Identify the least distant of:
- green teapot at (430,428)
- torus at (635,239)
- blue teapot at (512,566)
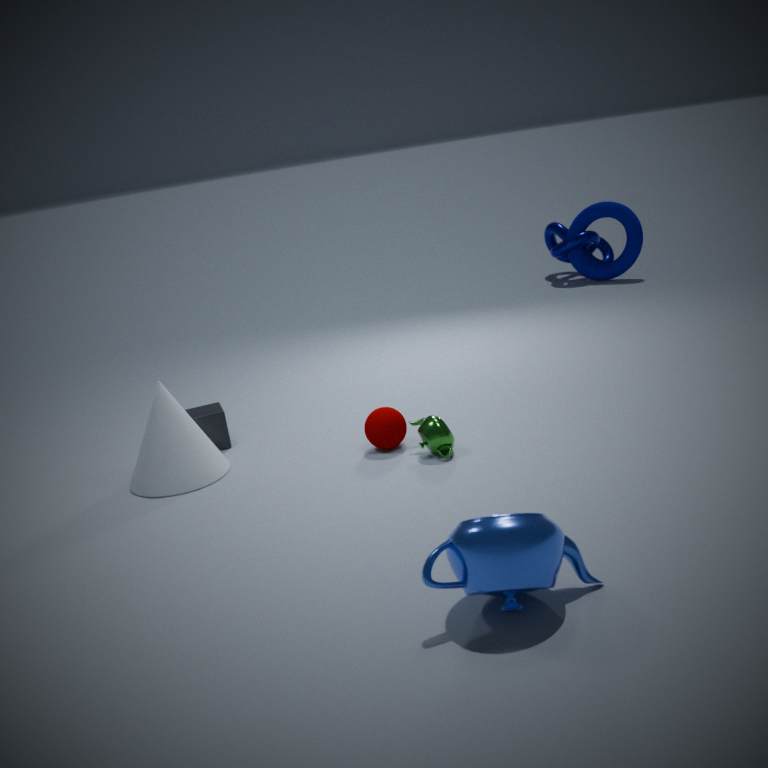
blue teapot at (512,566)
